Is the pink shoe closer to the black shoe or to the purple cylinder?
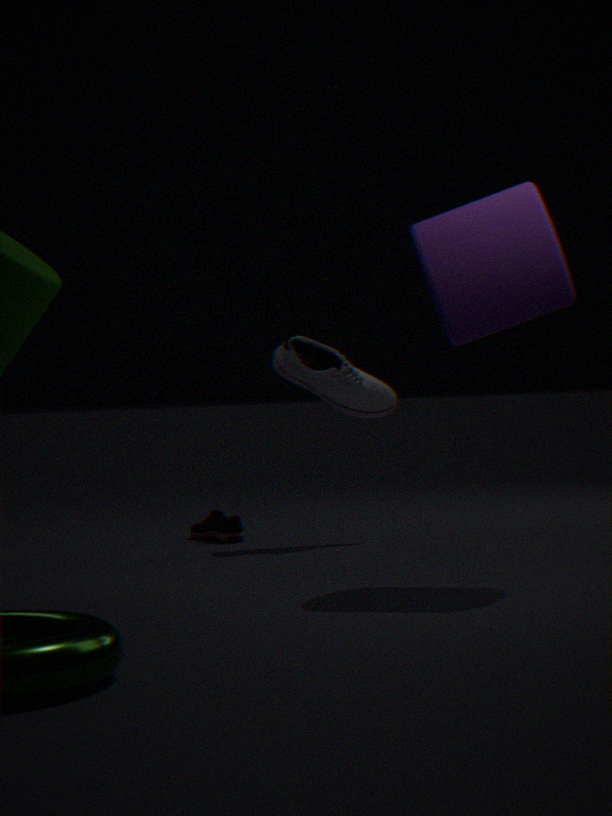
the black shoe
